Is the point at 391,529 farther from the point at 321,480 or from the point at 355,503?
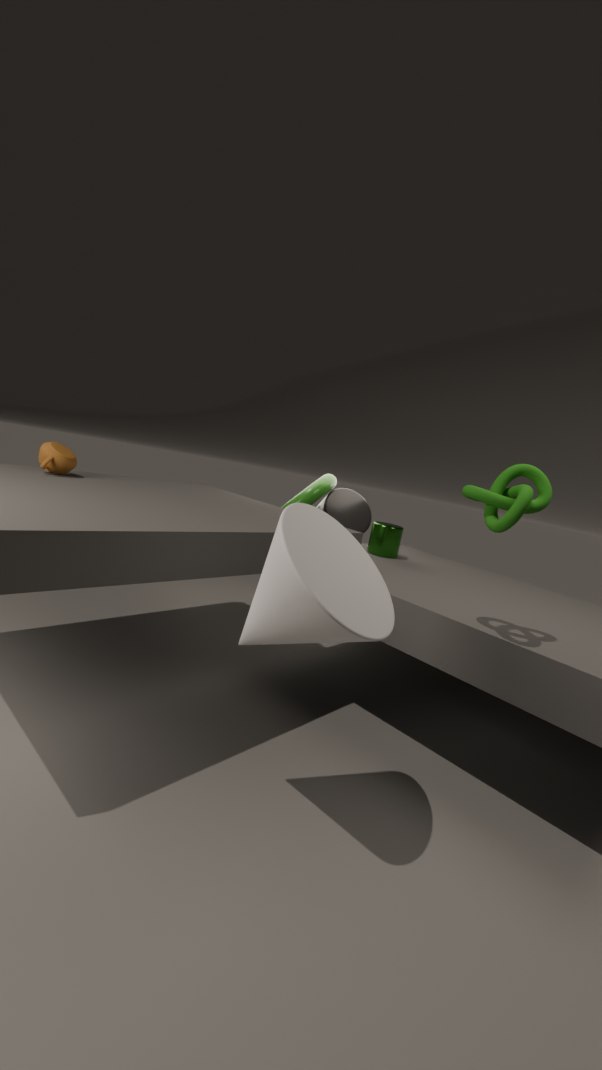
the point at 321,480
